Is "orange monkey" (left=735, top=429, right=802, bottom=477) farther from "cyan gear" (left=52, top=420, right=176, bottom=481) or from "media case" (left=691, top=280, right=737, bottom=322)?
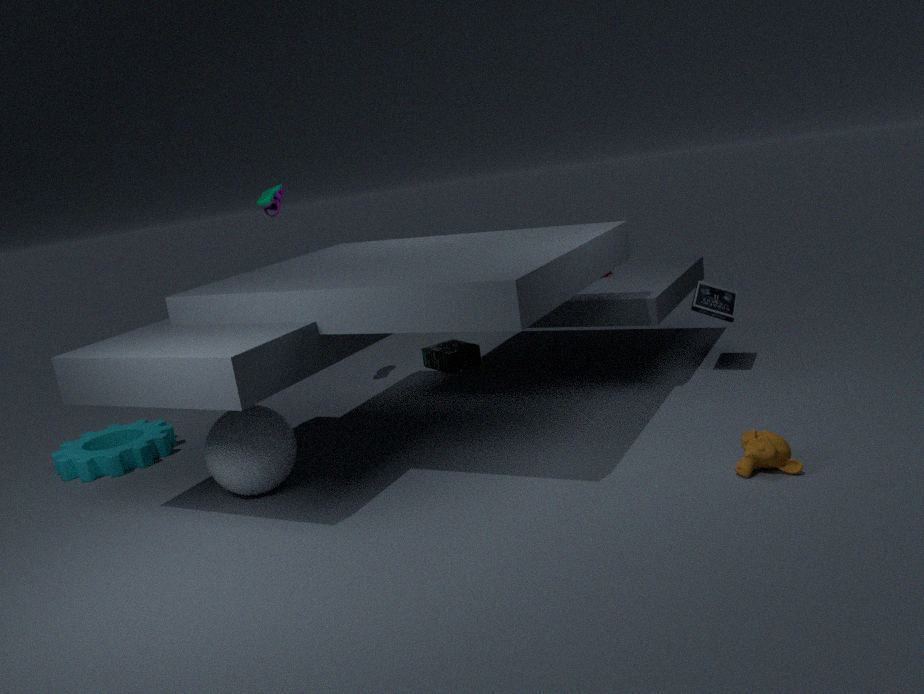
"cyan gear" (left=52, top=420, right=176, bottom=481)
